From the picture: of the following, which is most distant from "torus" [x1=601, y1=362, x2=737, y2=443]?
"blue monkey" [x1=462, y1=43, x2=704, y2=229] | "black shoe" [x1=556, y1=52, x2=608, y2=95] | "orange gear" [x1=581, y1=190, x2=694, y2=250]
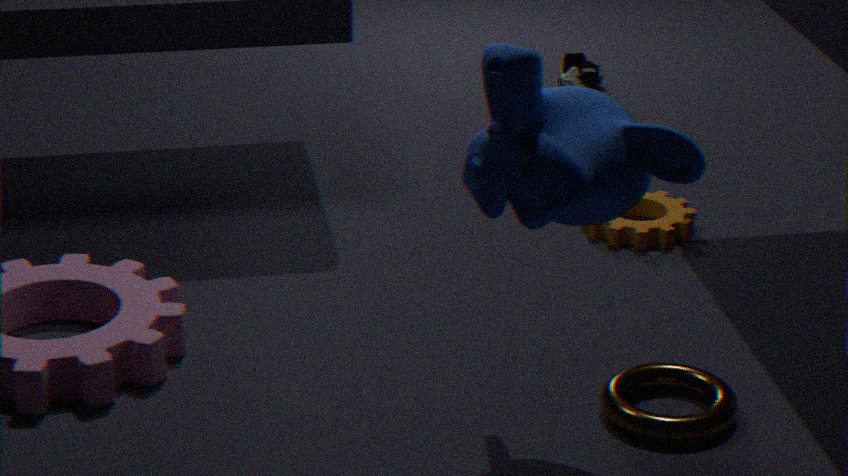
"black shoe" [x1=556, y1=52, x2=608, y2=95]
